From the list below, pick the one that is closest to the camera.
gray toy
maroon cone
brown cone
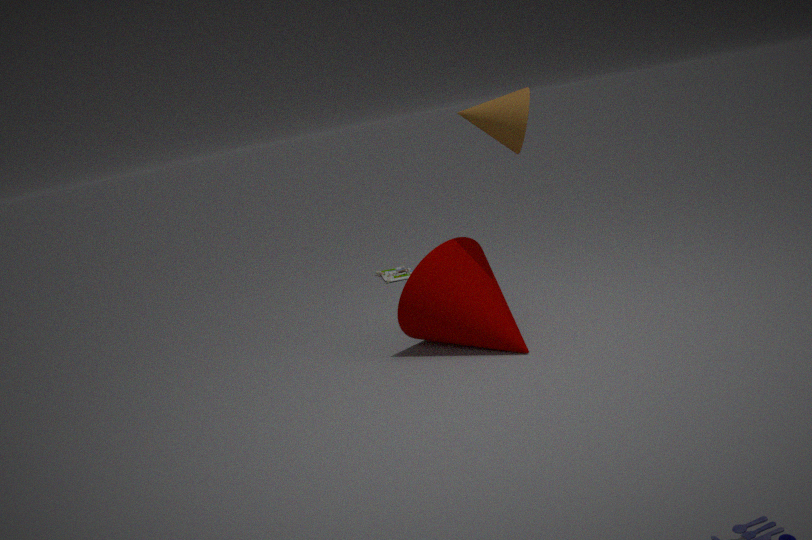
brown cone
